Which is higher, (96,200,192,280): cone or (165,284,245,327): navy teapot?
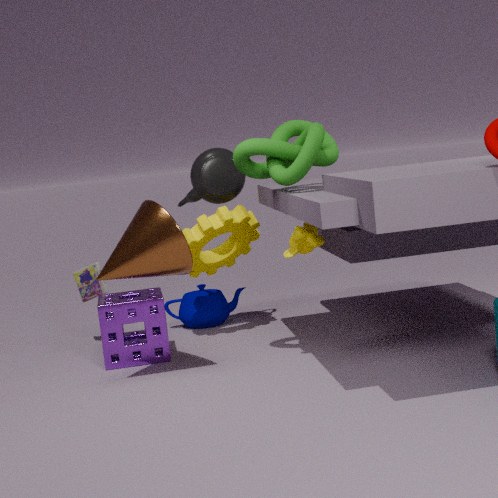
(96,200,192,280): cone
